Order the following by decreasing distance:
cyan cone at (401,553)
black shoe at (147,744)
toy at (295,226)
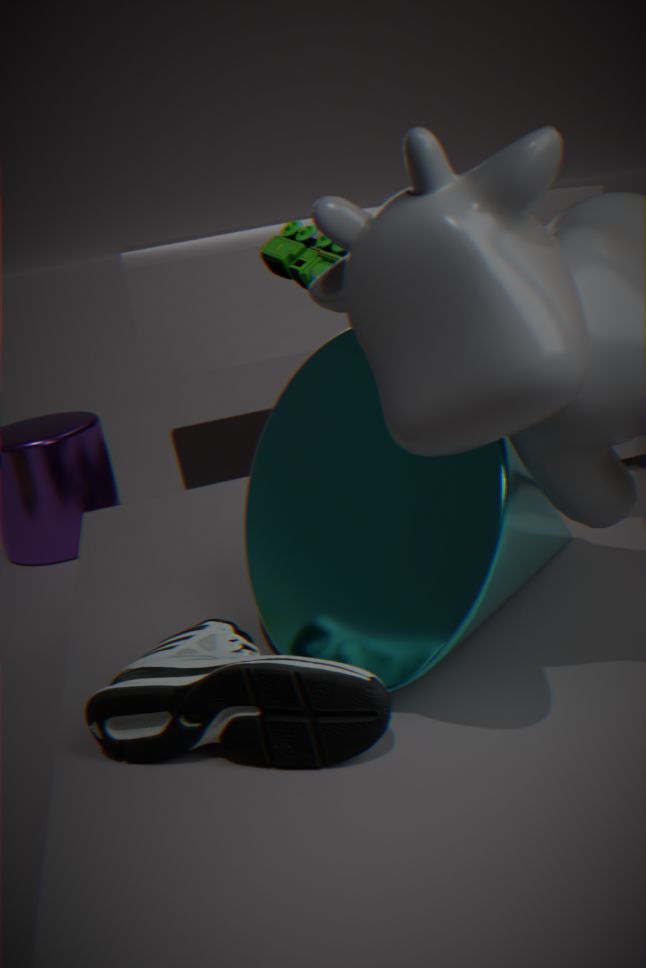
toy at (295,226), cyan cone at (401,553), black shoe at (147,744)
